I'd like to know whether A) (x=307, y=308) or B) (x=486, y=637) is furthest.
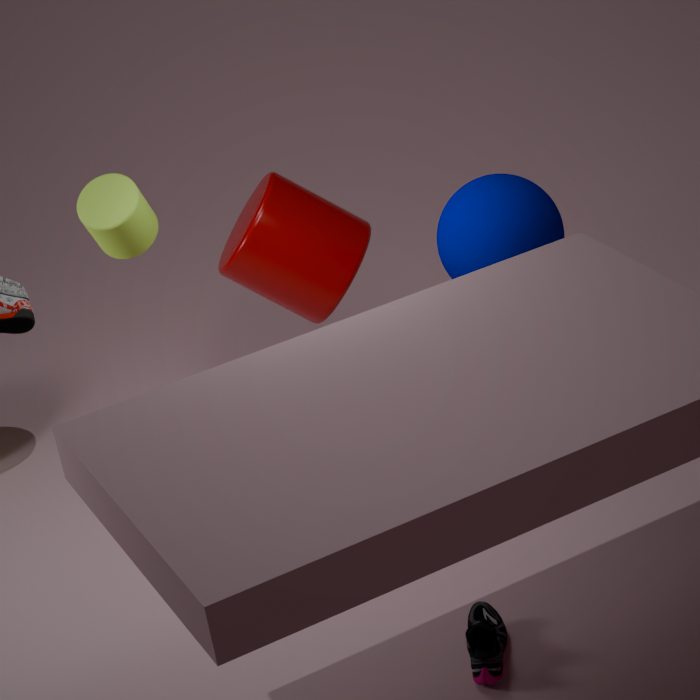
A. (x=307, y=308)
